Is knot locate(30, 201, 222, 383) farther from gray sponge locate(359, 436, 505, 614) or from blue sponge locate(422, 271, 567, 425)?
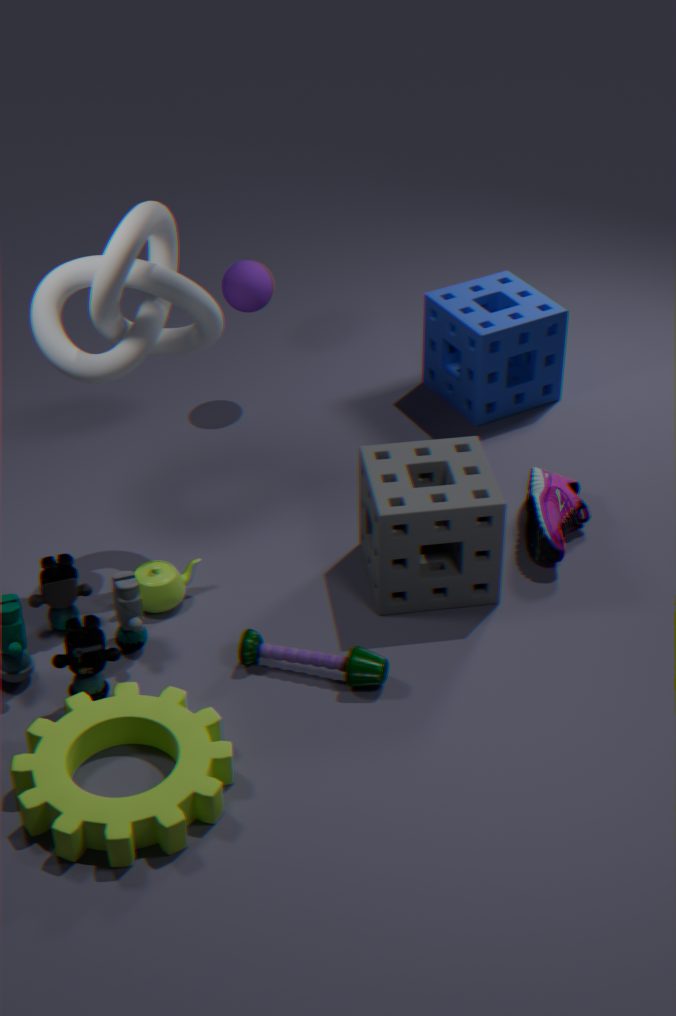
blue sponge locate(422, 271, 567, 425)
